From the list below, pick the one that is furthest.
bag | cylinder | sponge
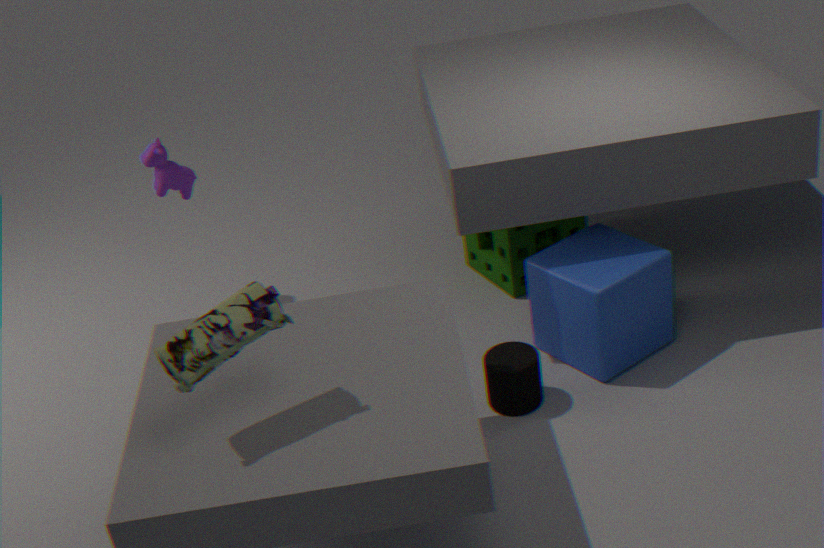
sponge
